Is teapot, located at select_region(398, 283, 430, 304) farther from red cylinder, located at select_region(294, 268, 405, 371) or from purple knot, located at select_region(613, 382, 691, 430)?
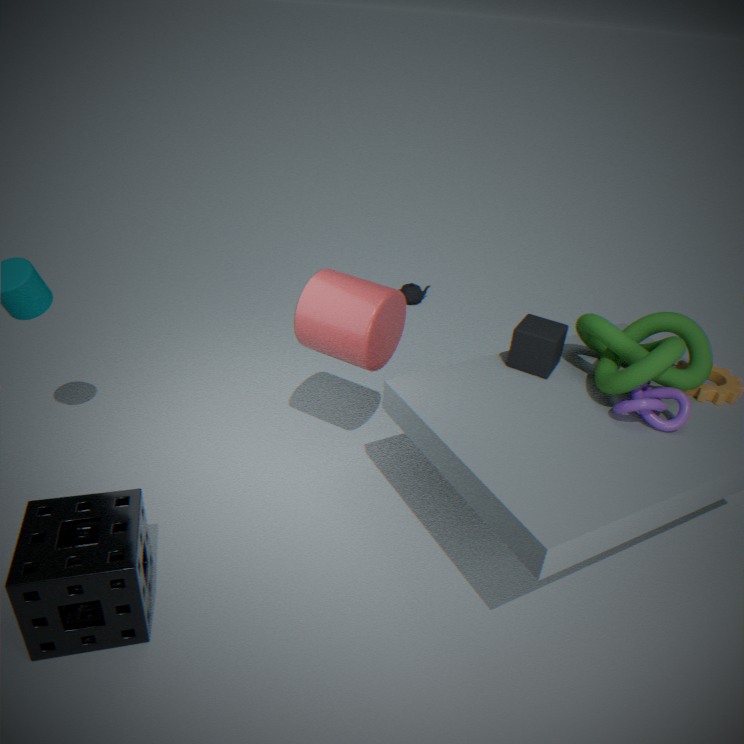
purple knot, located at select_region(613, 382, 691, 430)
